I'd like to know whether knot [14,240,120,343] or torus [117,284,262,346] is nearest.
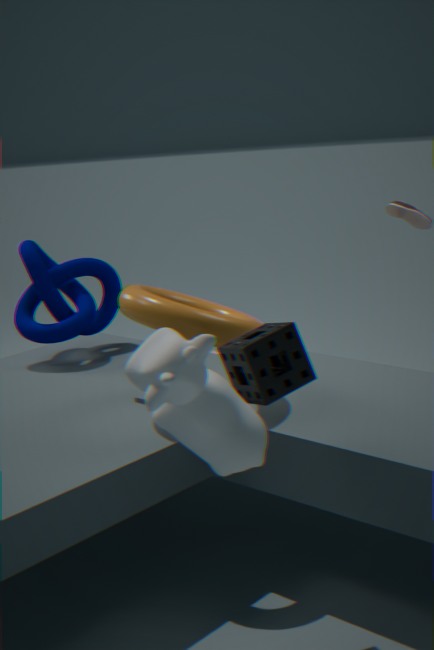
torus [117,284,262,346]
